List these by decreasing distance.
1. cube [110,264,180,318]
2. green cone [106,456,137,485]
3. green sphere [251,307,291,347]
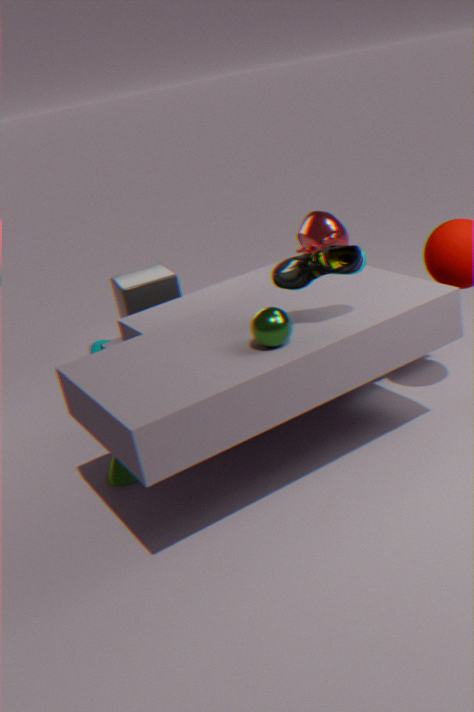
cube [110,264,180,318], green cone [106,456,137,485], green sphere [251,307,291,347]
